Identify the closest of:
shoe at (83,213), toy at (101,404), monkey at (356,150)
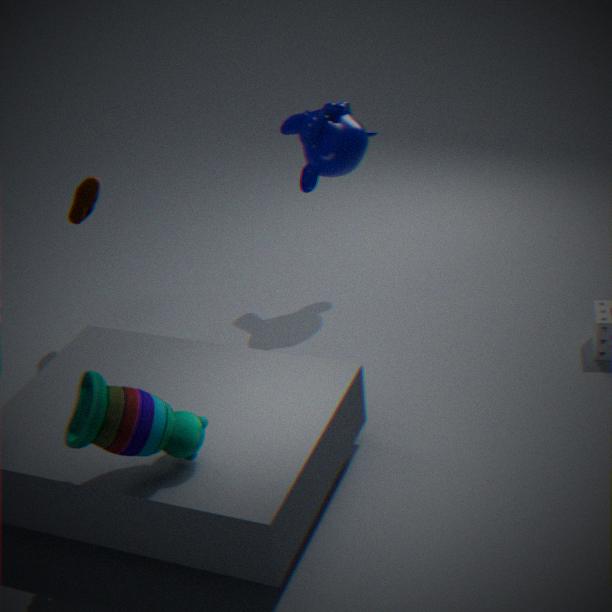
toy at (101,404)
